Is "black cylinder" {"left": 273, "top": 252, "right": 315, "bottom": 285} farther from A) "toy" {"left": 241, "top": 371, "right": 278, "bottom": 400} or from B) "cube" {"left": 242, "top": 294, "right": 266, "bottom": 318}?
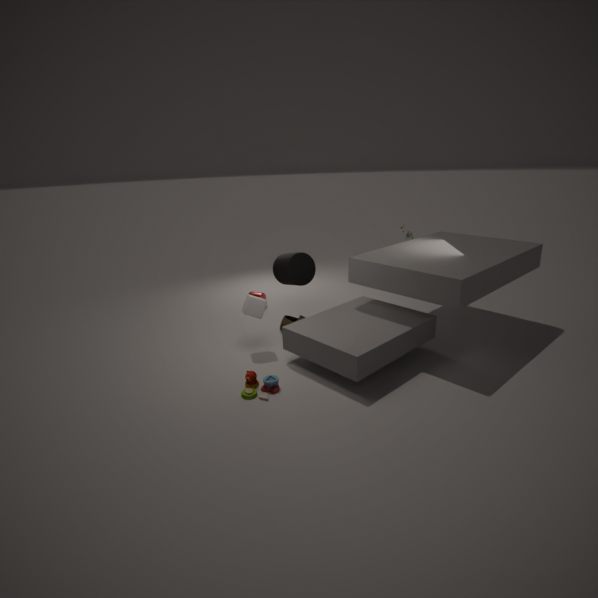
A) "toy" {"left": 241, "top": 371, "right": 278, "bottom": 400}
